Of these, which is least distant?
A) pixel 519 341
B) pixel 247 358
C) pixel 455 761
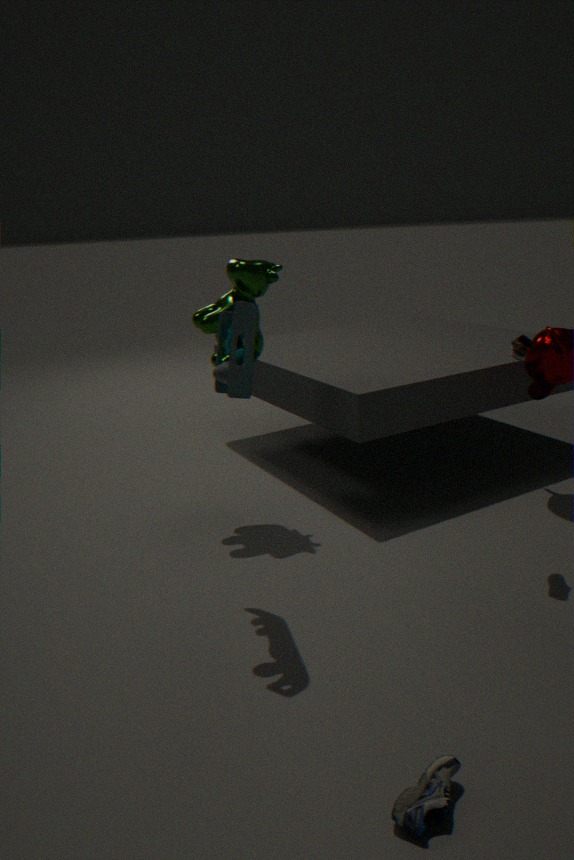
pixel 455 761
